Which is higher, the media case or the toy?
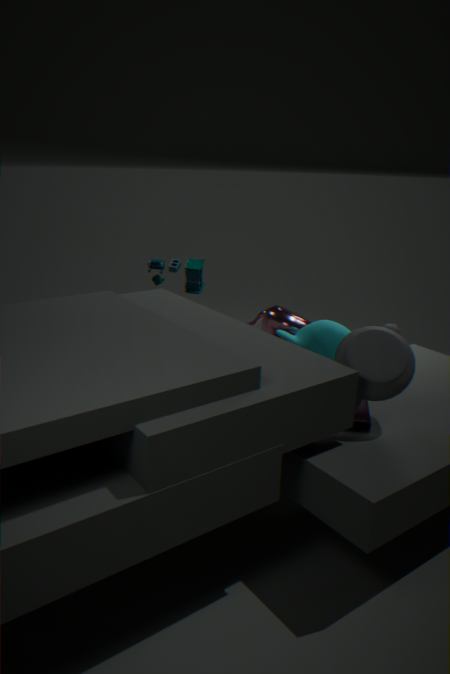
the toy
